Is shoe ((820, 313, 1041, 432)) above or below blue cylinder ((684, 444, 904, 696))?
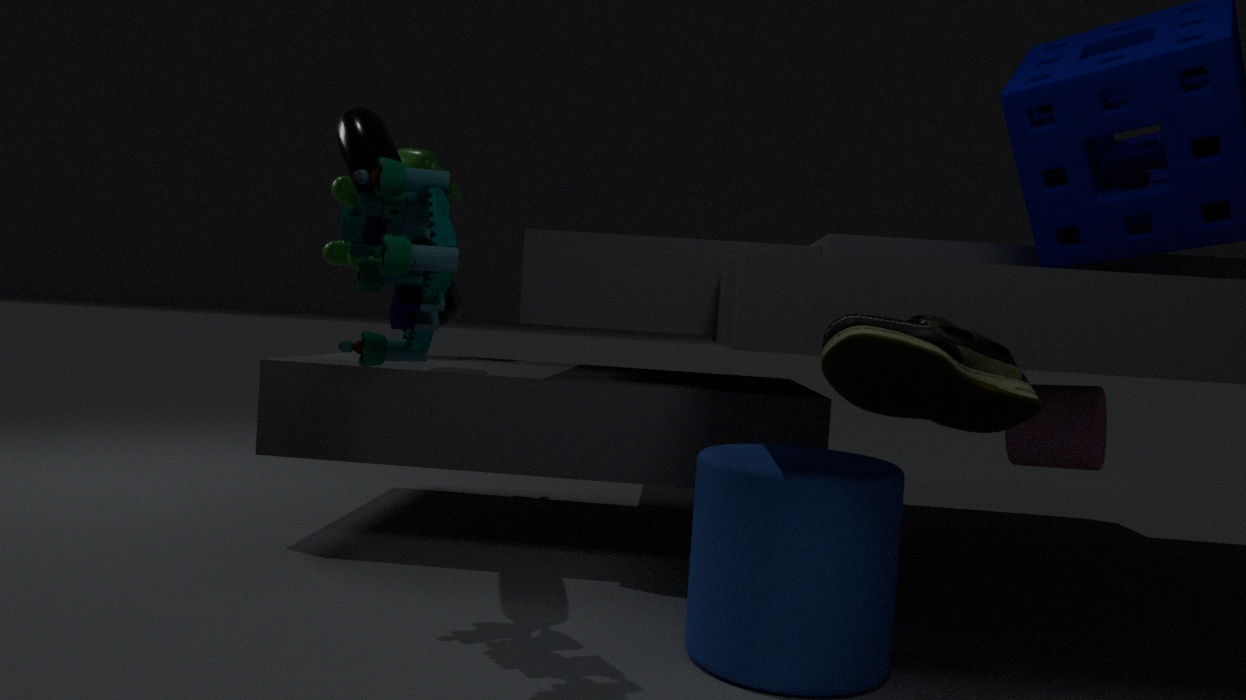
above
